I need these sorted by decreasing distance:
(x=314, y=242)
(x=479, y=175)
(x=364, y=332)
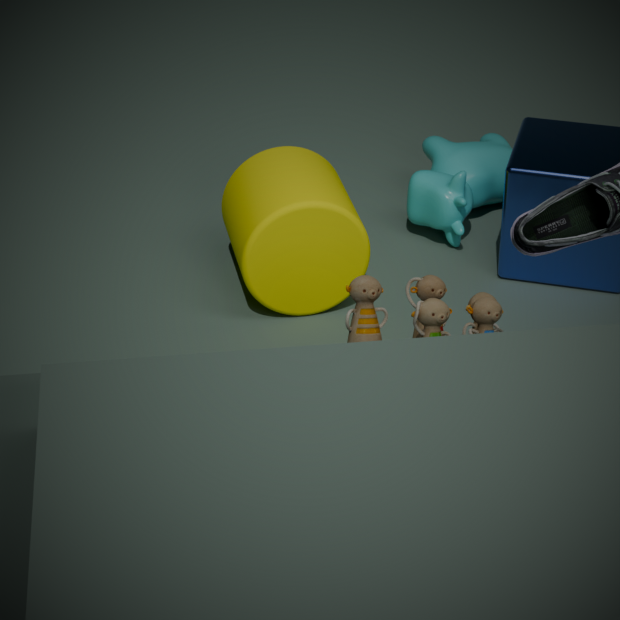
(x=479, y=175), (x=314, y=242), (x=364, y=332)
